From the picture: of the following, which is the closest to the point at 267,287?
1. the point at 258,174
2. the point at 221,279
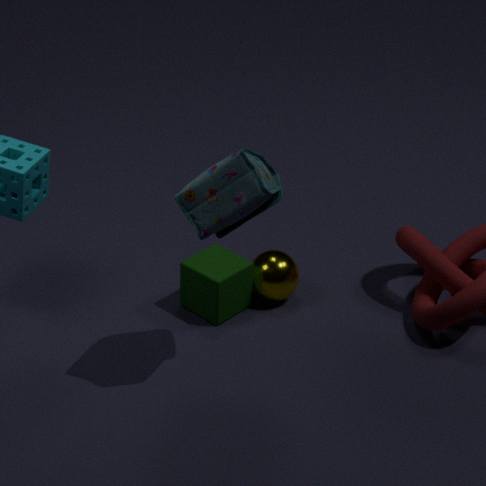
the point at 221,279
